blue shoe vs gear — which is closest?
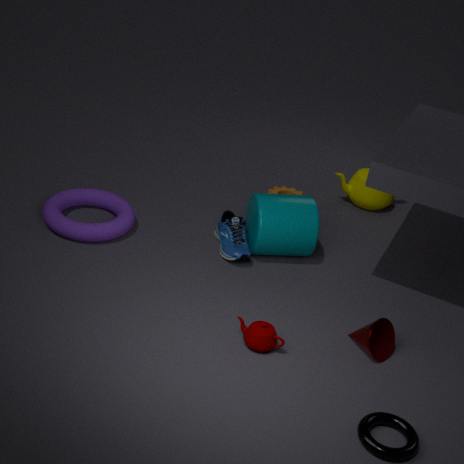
blue shoe
